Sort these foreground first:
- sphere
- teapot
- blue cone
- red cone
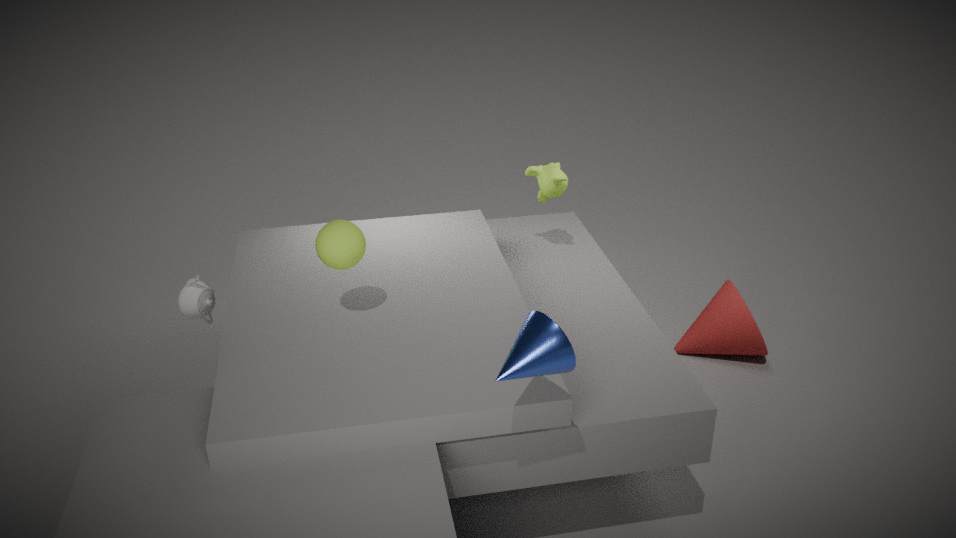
blue cone < sphere < teapot < red cone
